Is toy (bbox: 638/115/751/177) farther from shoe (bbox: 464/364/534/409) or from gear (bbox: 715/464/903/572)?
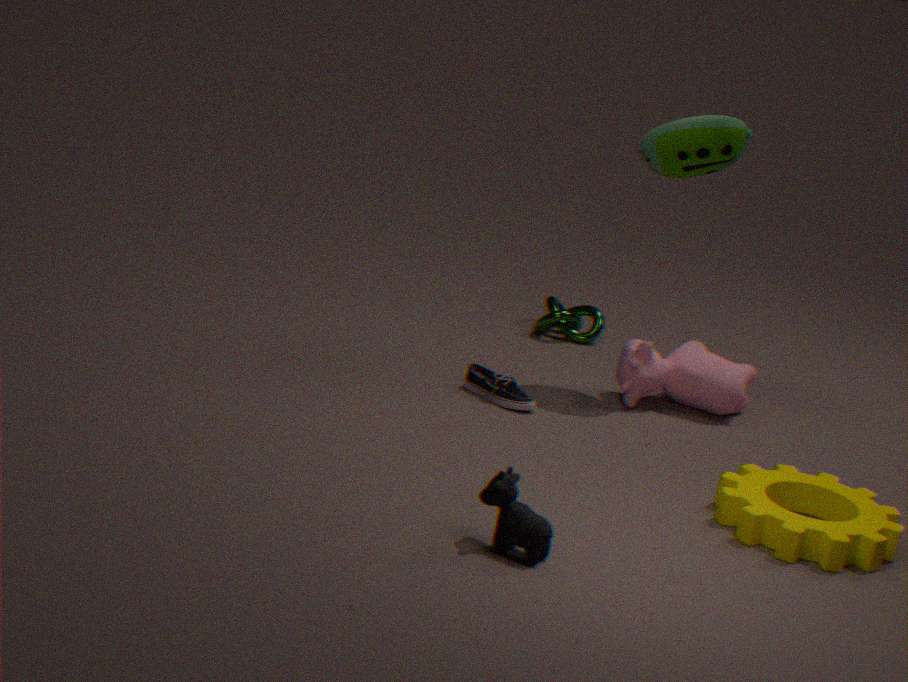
gear (bbox: 715/464/903/572)
